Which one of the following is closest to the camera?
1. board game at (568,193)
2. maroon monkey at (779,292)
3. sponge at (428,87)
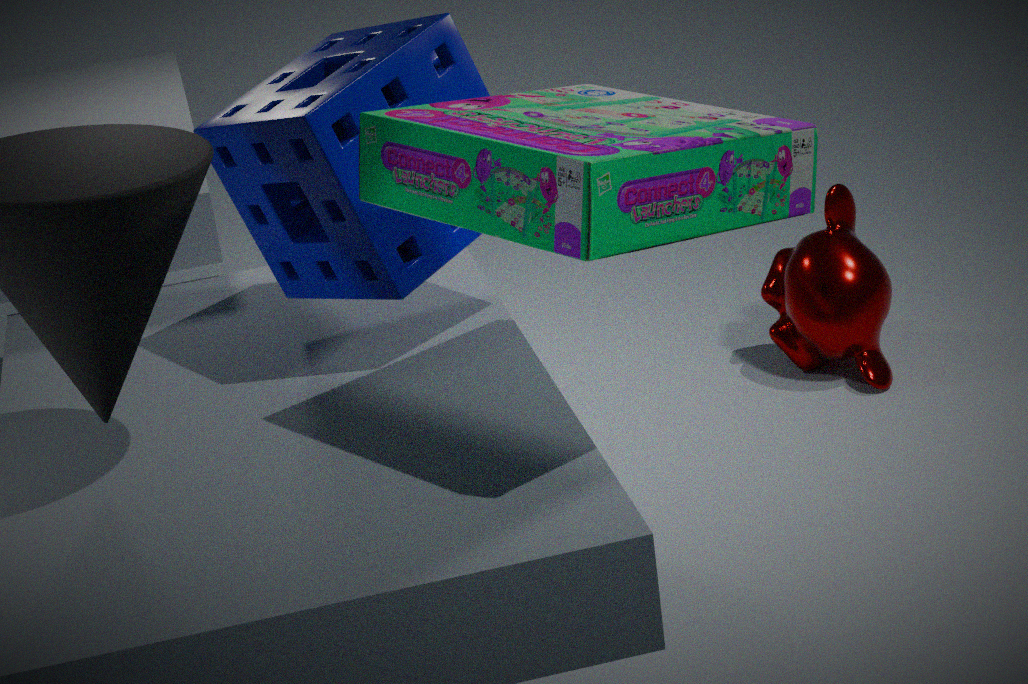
board game at (568,193)
